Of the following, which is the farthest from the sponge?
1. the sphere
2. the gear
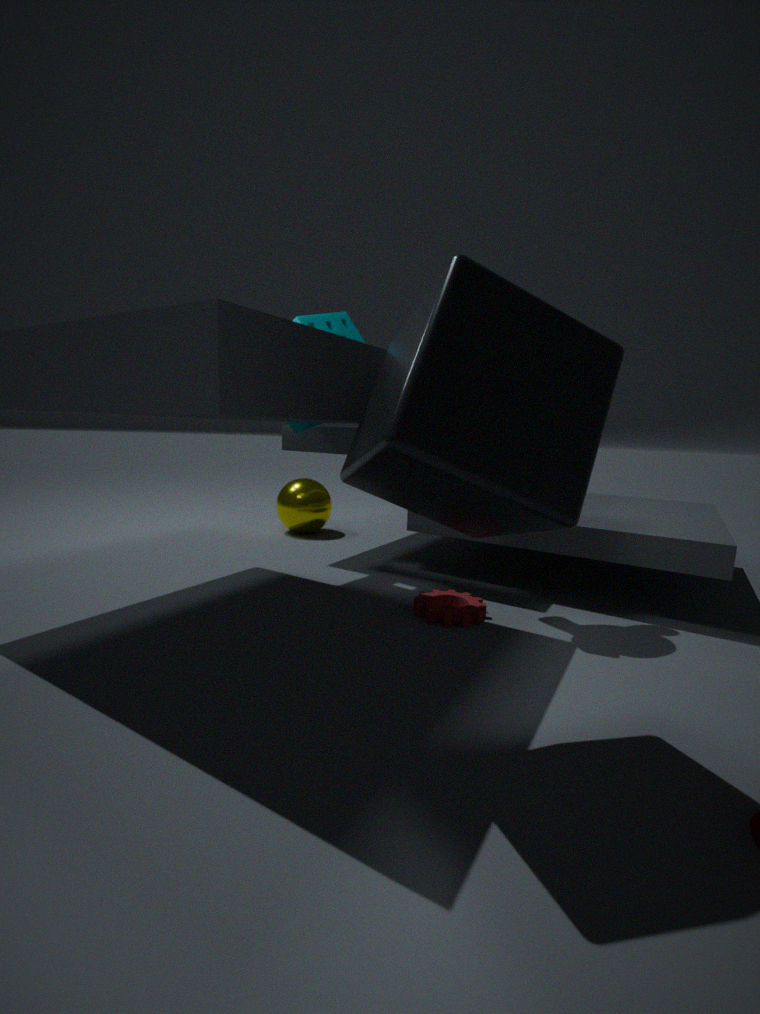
the gear
